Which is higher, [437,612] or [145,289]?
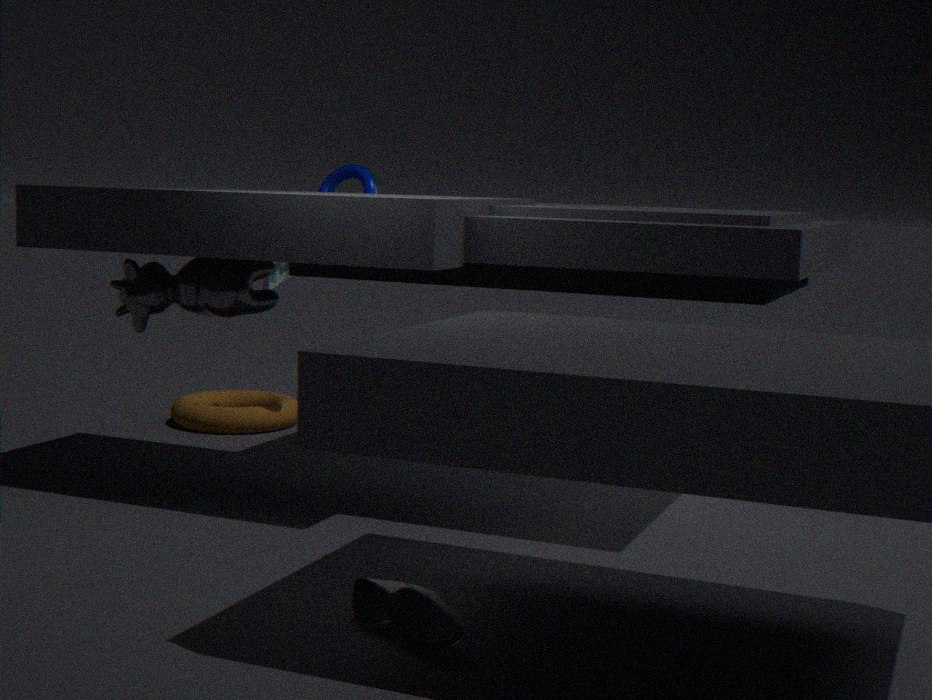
[145,289]
